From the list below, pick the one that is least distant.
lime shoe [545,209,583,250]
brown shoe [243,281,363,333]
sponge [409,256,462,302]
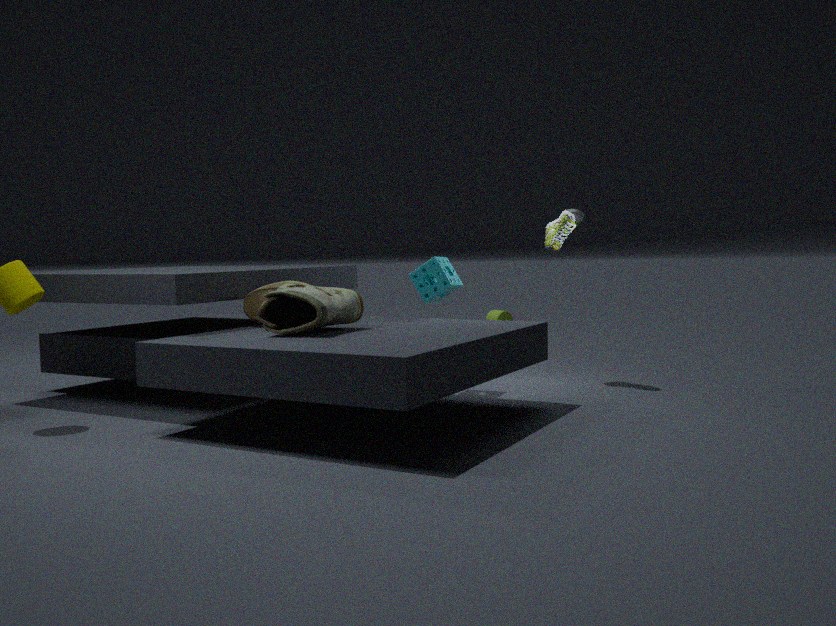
brown shoe [243,281,363,333]
